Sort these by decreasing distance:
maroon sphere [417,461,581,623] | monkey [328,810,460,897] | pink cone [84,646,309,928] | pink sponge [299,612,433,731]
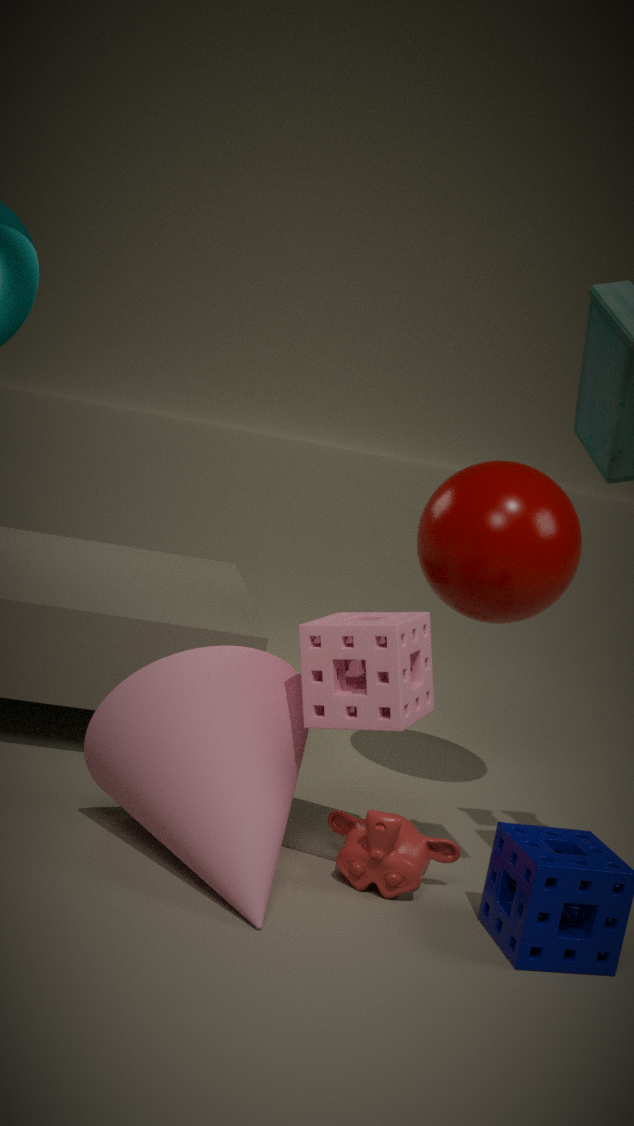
maroon sphere [417,461,581,623]
monkey [328,810,460,897]
pink sponge [299,612,433,731]
pink cone [84,646,309,928]
